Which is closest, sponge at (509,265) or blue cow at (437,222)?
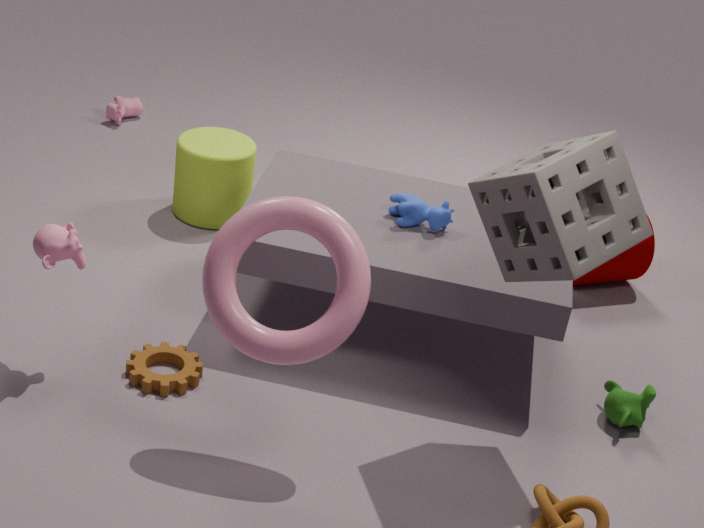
sponge at (509,265)
